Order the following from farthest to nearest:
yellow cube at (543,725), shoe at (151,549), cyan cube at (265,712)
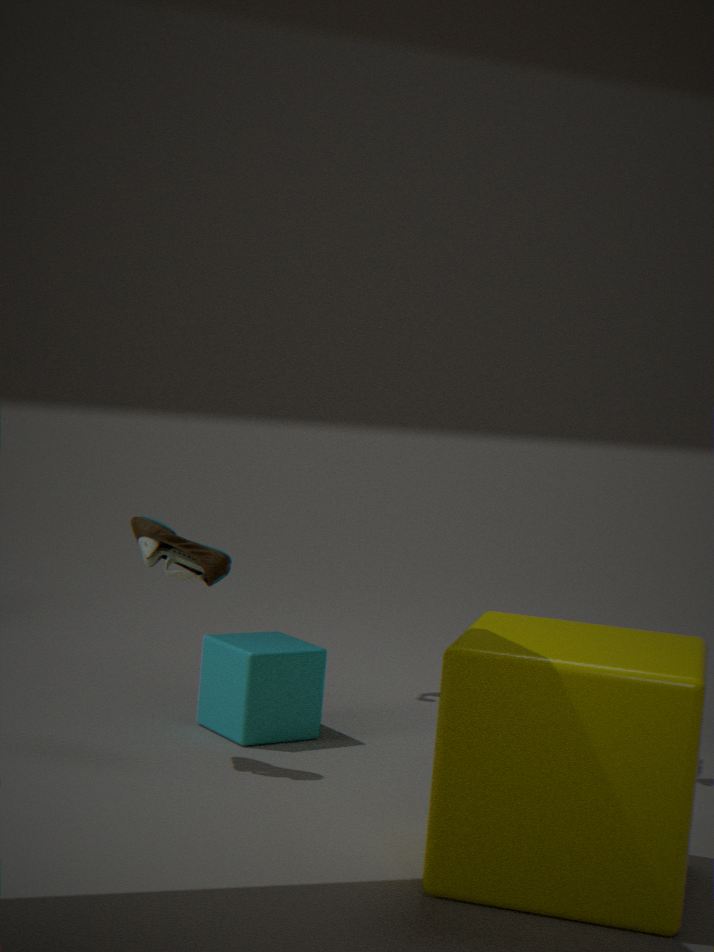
cyan cube at (265,712)
shoe at (151,549)
yellow cube at (543,725)
